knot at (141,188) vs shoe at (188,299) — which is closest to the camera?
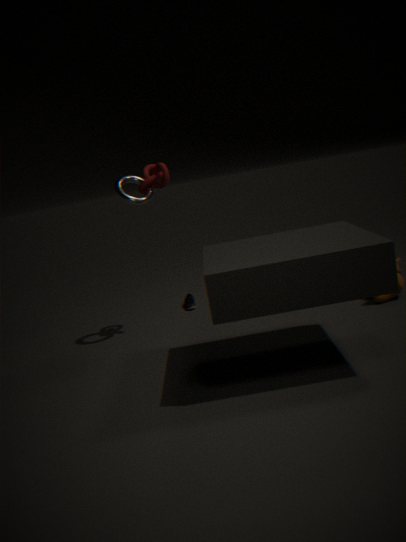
knot at (141,188)
